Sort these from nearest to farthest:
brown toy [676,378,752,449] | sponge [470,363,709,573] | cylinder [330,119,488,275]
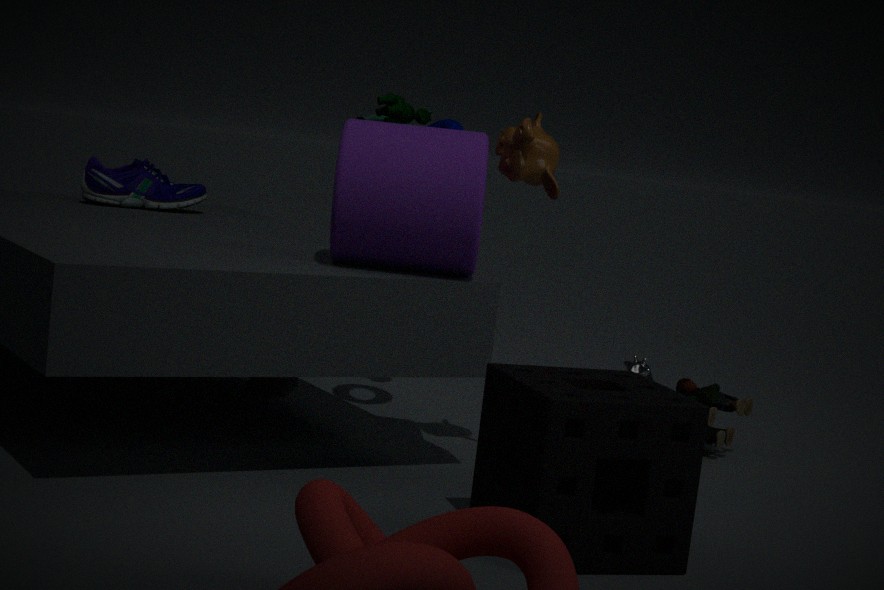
sponge [470,363,709,573]
cylinder [330,119,488,275]
brown toy [676,378,752,449]
